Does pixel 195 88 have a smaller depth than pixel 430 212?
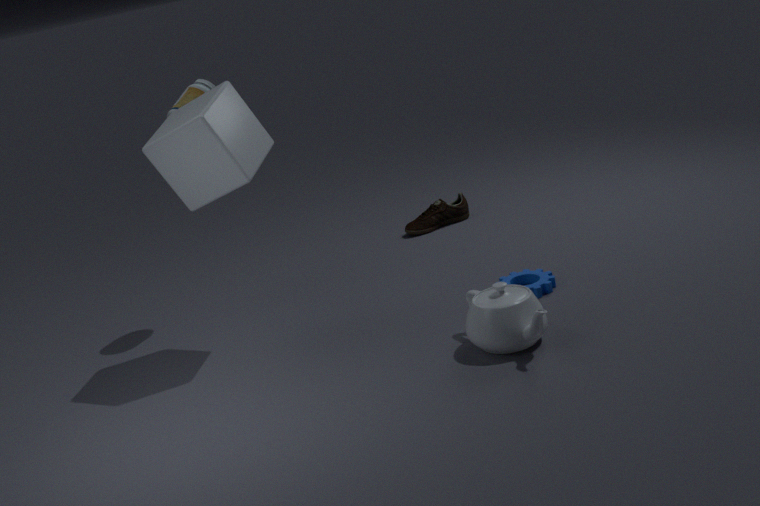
Yes
